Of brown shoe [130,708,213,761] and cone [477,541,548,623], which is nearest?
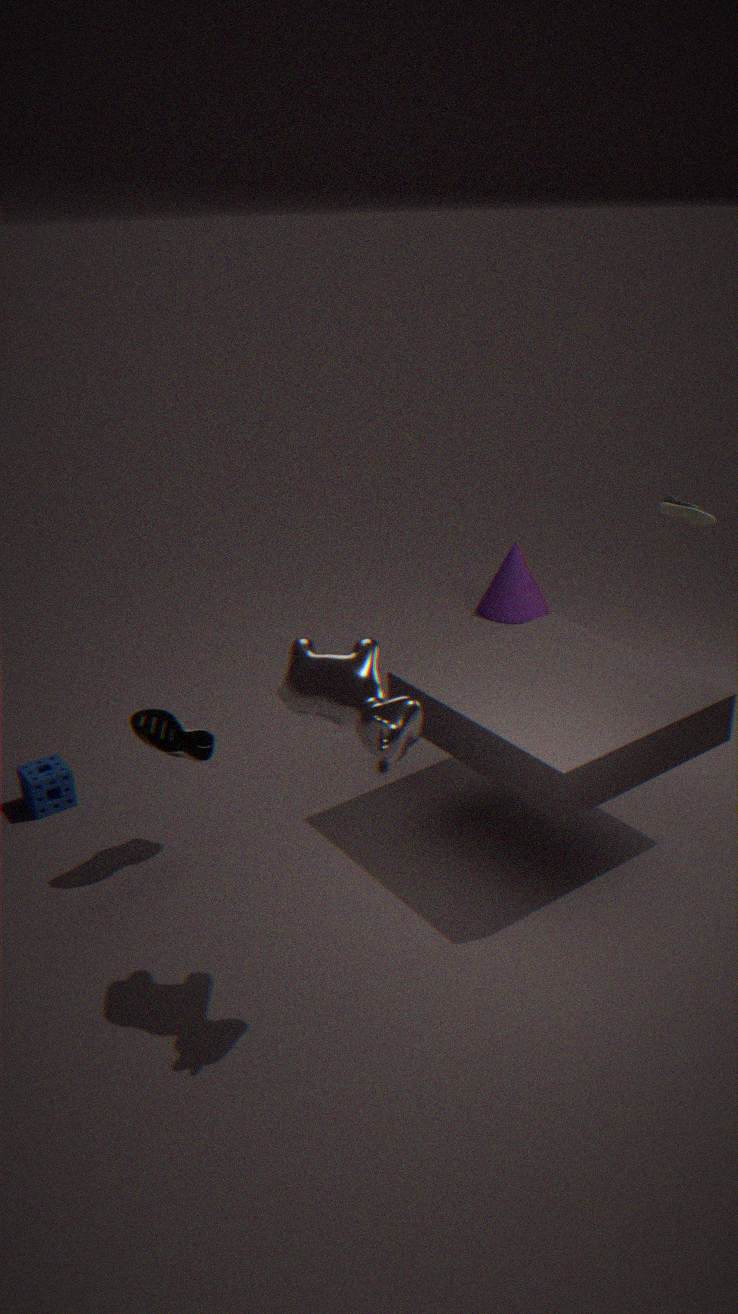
brown shoe [130,708,213,761]
